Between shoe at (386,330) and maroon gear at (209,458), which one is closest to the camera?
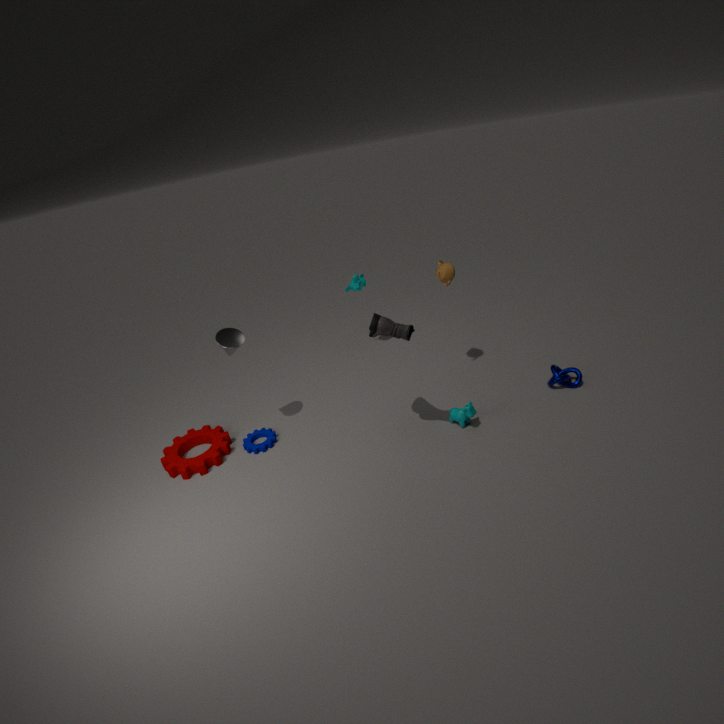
shoe at (386,330)
